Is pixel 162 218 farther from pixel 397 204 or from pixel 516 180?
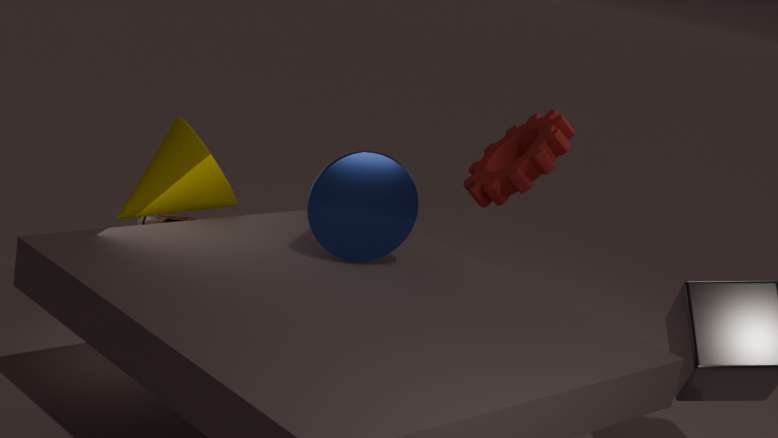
pixel 516 180
